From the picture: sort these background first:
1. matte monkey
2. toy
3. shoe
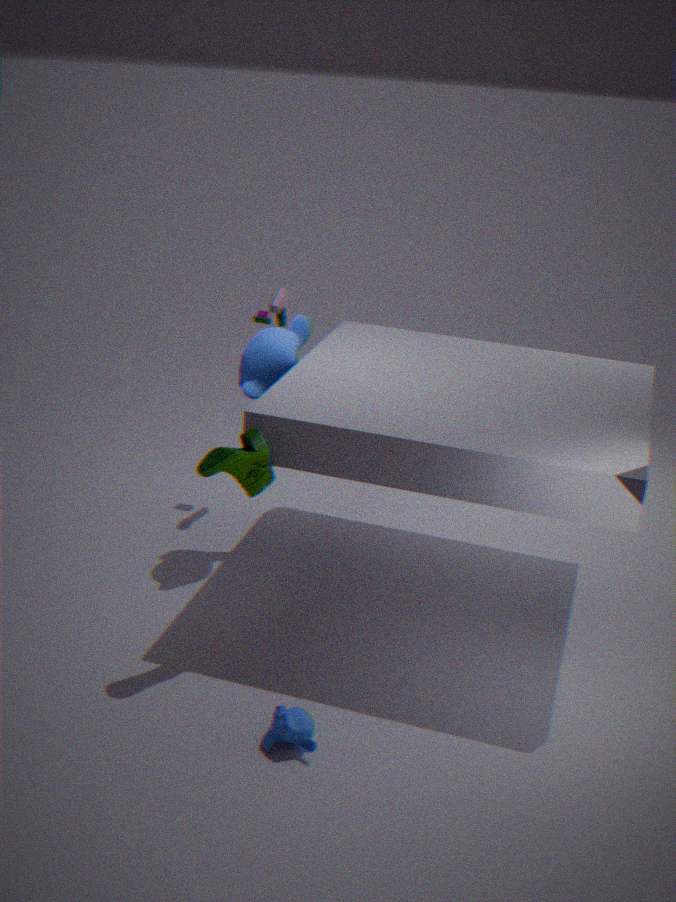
1. toy
2. matte monkey
3. shoe
